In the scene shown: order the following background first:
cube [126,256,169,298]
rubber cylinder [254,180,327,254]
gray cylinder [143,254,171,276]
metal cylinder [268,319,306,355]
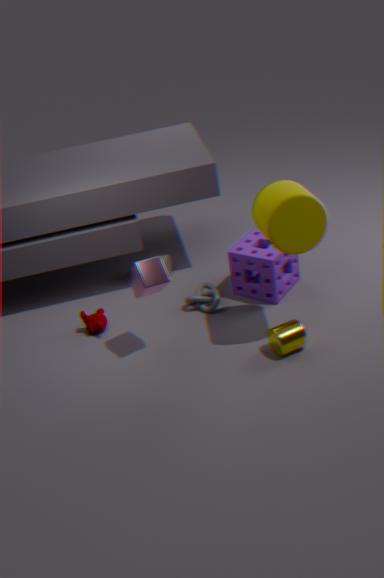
gray cylinder [143,254,171,276]
metal cylinder [268,319,306,355]
cube [126,256,169,298]
rubber cylinder [254,180,327,254]
